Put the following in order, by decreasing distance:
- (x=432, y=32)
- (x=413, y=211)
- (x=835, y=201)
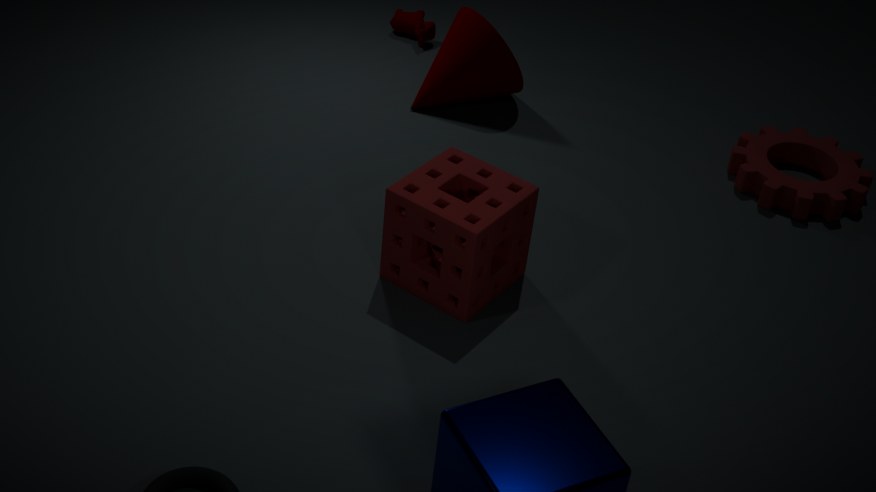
(x=432, y=32) → (x=835, y=201) → (x=413, y=211)
